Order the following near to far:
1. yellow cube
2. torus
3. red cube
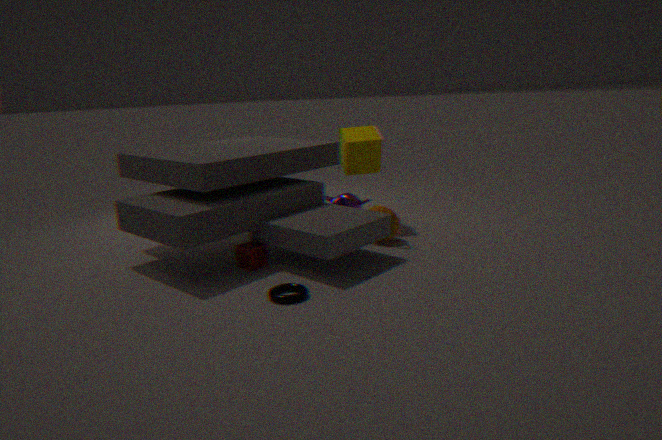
torus → red cube → yellow cube
